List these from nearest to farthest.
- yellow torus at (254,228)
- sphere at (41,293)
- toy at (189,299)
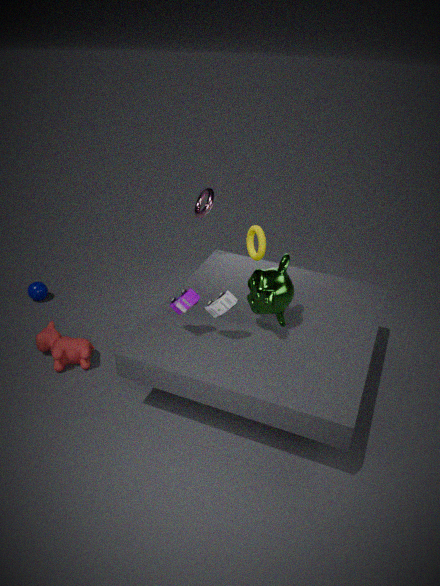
toy at (189,299), yellow torus at (254,228), sphere at (41,293)
